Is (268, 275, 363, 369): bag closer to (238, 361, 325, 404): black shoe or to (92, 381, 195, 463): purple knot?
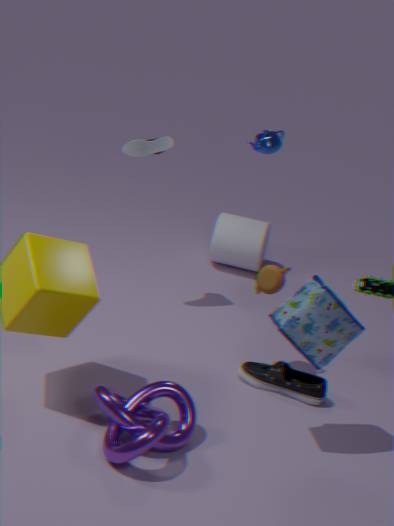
(238, 361, 325, 404): black shoe
